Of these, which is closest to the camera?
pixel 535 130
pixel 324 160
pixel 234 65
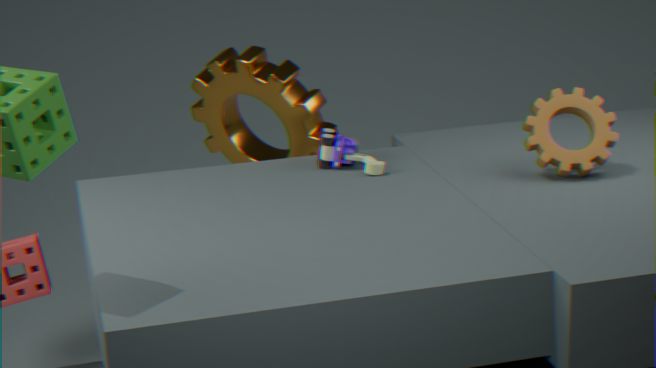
pixel 535 130
